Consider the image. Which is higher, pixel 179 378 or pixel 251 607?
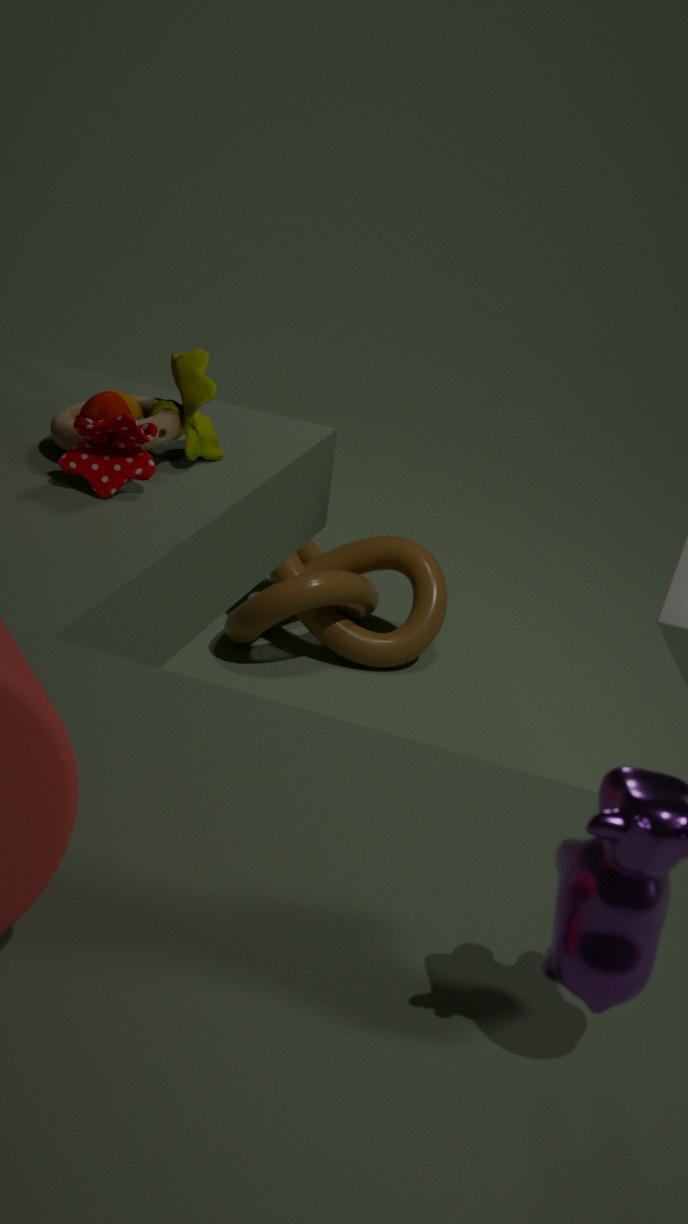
pixel 179 378
